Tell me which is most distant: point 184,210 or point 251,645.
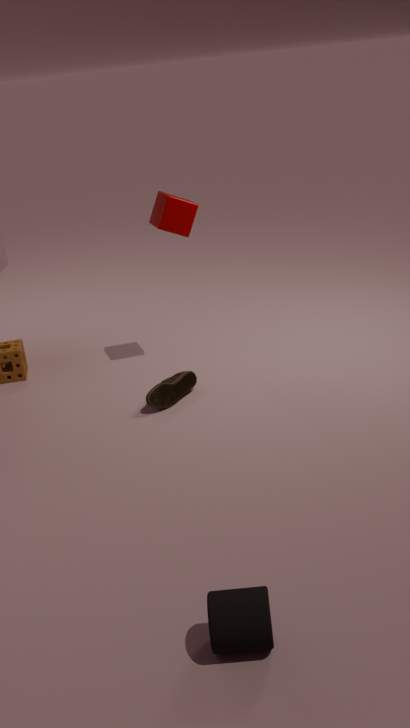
point 184,210
